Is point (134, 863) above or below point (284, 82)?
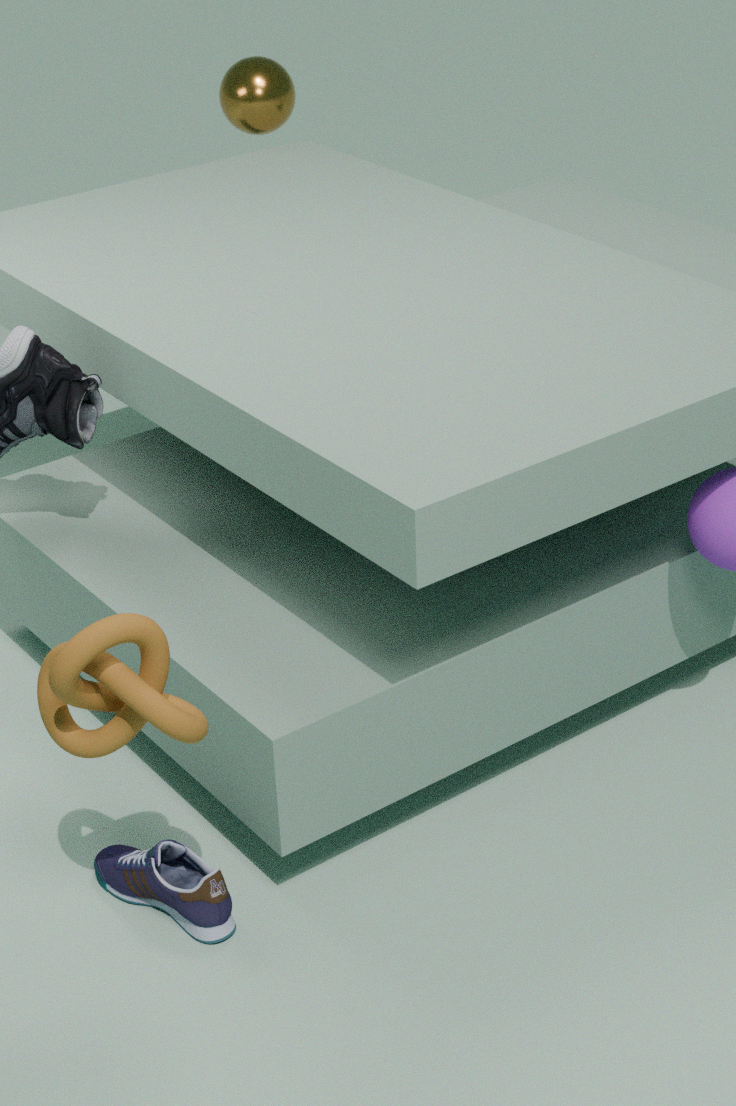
below
